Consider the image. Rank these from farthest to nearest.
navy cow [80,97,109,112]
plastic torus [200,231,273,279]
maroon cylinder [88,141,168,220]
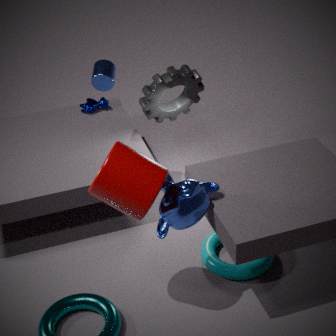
navy cow [80,97,109,112] → plastic torus [200,231,273,279] → maroon cylinder [88,141,168,220]
